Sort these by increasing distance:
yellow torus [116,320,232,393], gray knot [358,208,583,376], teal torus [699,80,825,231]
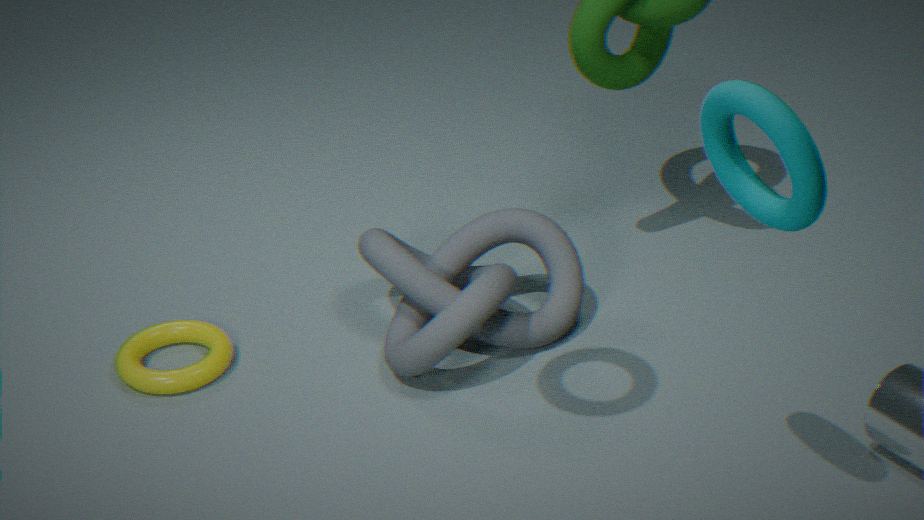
teal torus [699,80,825,231] → gray knot [358,208,583,376] → yellow torus [116,320,232,393]
